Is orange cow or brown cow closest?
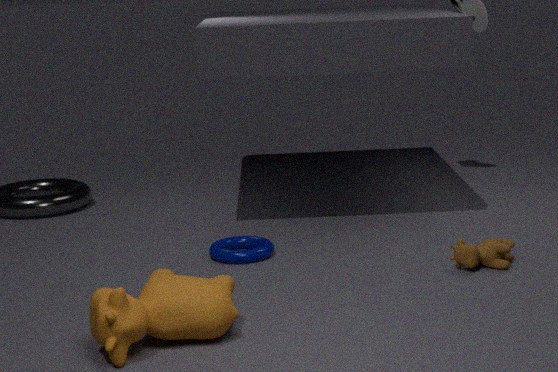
orange cow
